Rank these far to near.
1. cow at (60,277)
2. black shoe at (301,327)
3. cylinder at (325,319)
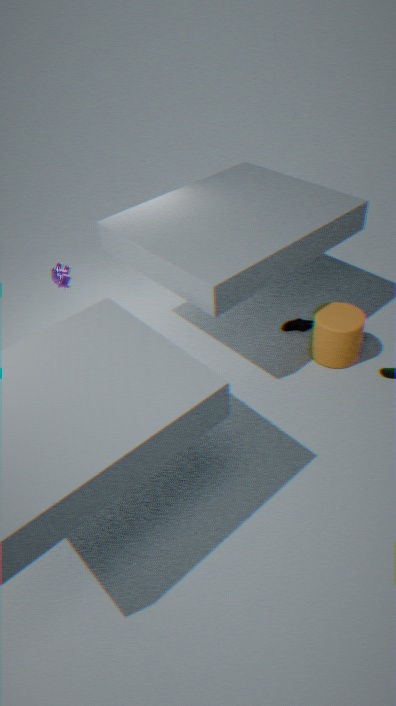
1. black shoe at (301,327)
2. cow at (60,277)
3. cylinder at (325,319)
